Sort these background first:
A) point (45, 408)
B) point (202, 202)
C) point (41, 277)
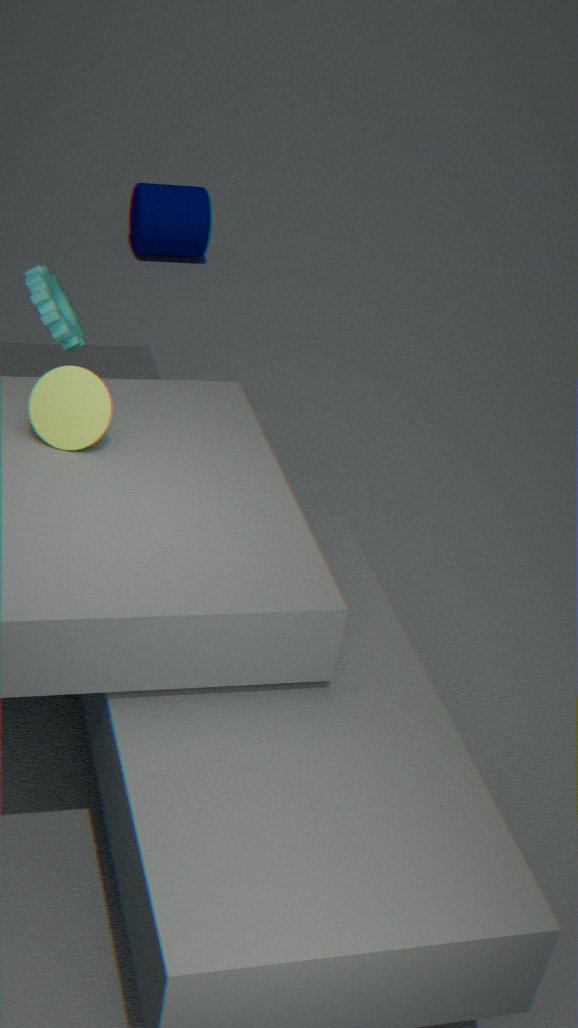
point (202, 202) < point (41, 277) < point (45, 408)
